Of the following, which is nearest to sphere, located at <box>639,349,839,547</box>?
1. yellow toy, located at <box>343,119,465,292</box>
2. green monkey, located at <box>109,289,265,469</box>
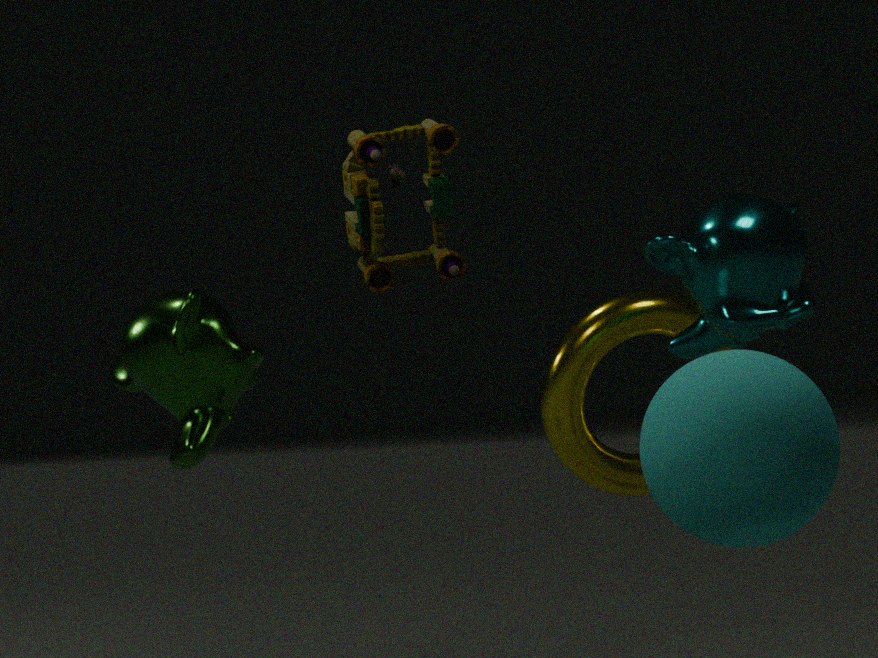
yellow toy, located at <box>343,119,465,292</box>
